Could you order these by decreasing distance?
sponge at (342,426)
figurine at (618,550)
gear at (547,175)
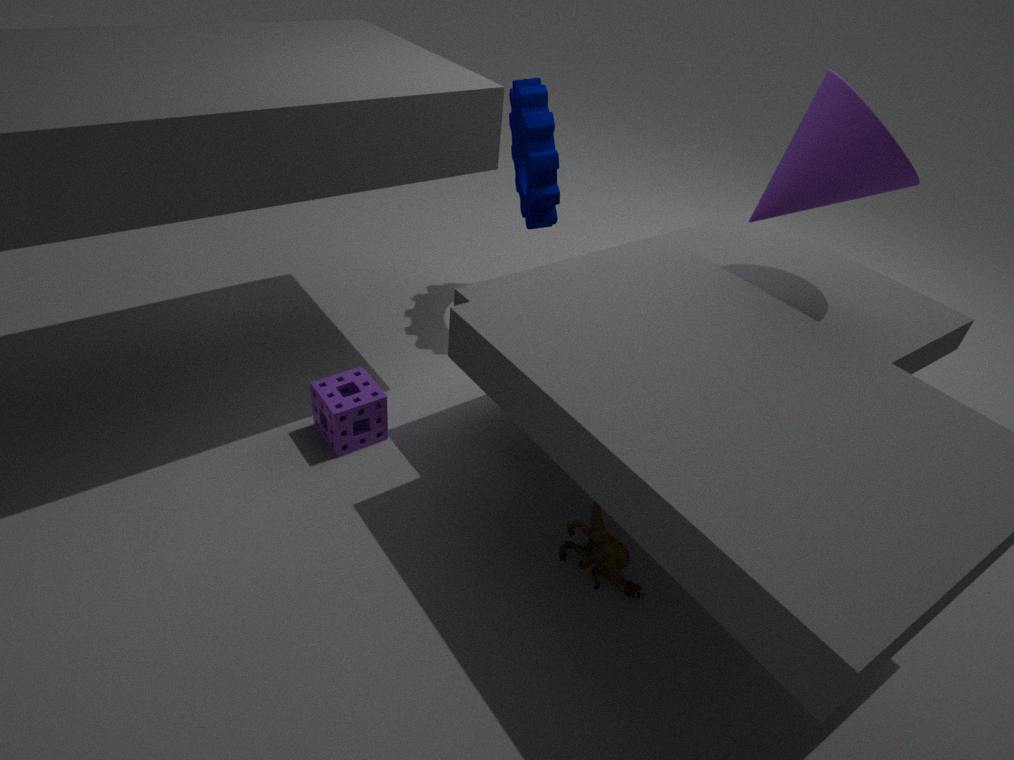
gear at (547,175) < sponge at (342,426) < figurine at (618,550)
